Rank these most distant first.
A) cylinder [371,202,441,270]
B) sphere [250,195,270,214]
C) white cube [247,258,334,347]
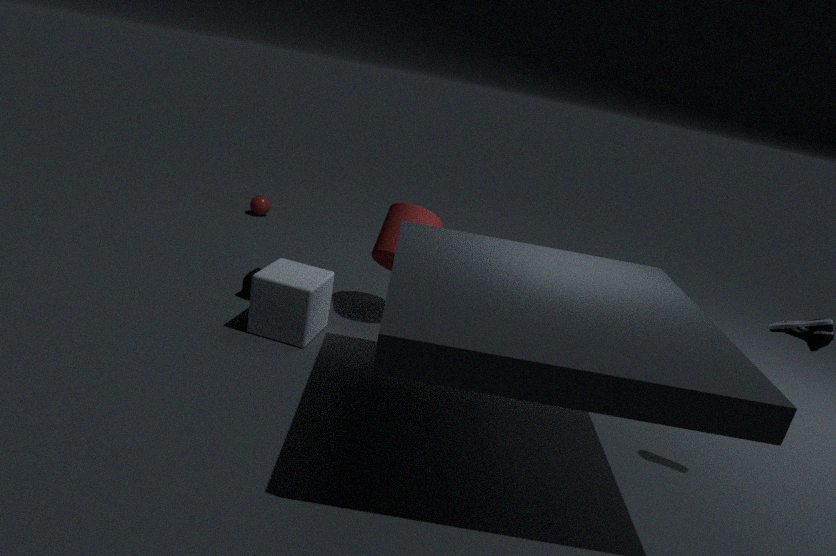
sphere [250,195,270,214] < cylinder [371,202,441,270] < white cube [247,258,334,347]
